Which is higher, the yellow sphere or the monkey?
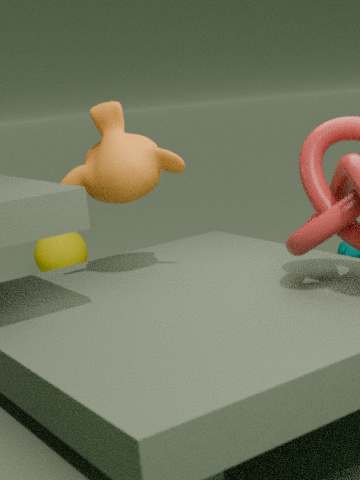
the monkey
